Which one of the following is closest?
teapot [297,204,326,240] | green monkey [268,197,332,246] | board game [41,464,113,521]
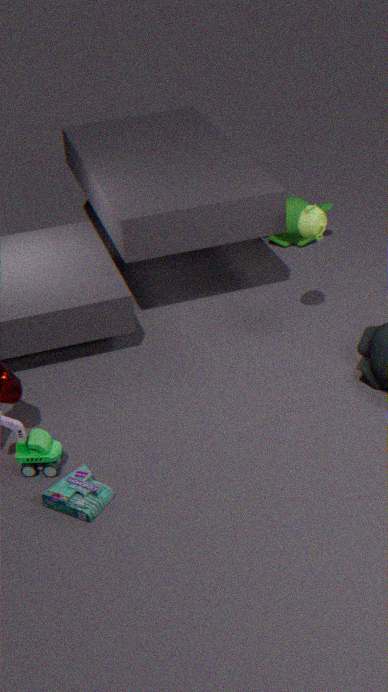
board game [41,464,113,521]
